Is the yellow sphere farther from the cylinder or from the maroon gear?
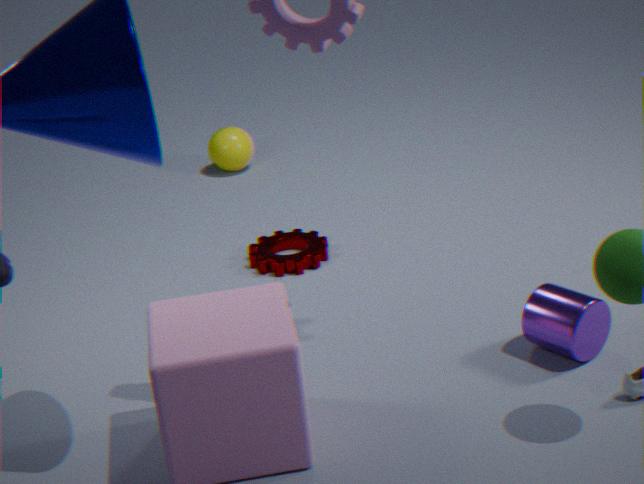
the cylinder
